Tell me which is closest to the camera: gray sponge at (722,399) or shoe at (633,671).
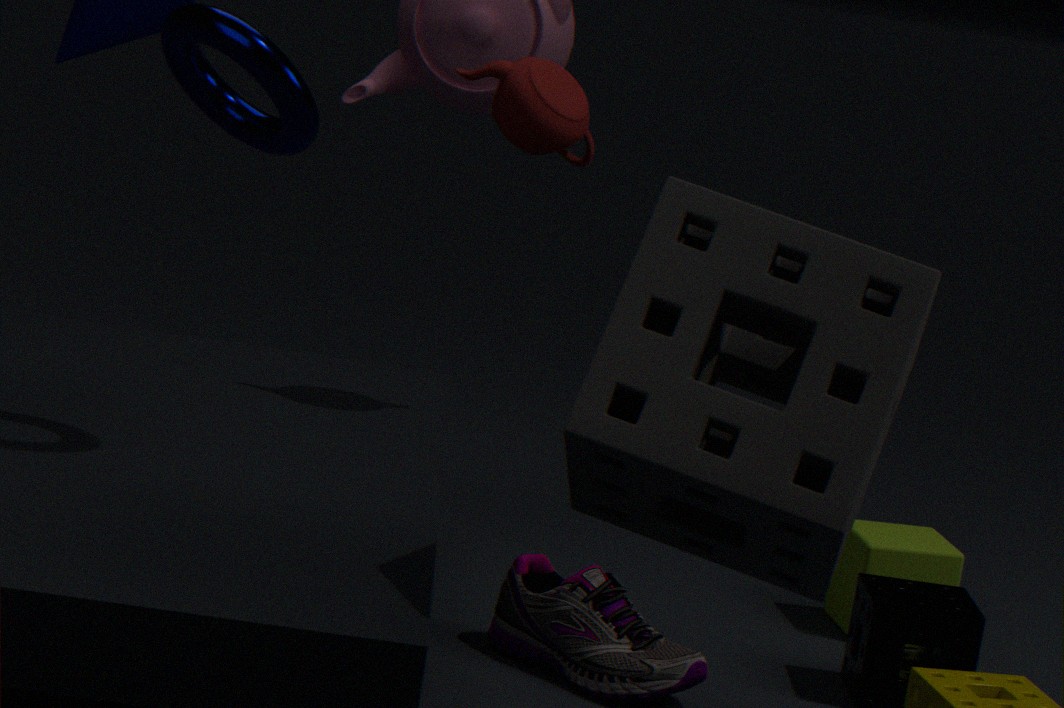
gray sponge at (722,399)
